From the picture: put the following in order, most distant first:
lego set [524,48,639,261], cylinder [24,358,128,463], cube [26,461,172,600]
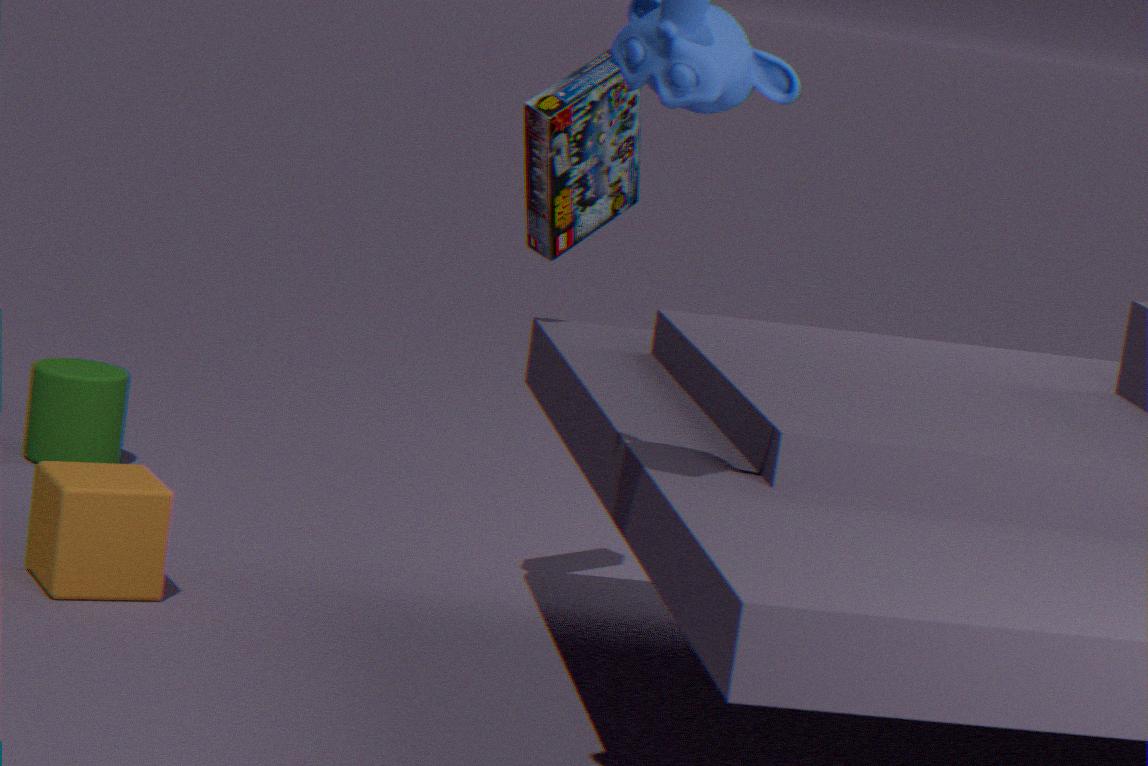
cylinder [24,358,128,463]
lego set [524,48,639,261]
cube [26,461,172,600]
